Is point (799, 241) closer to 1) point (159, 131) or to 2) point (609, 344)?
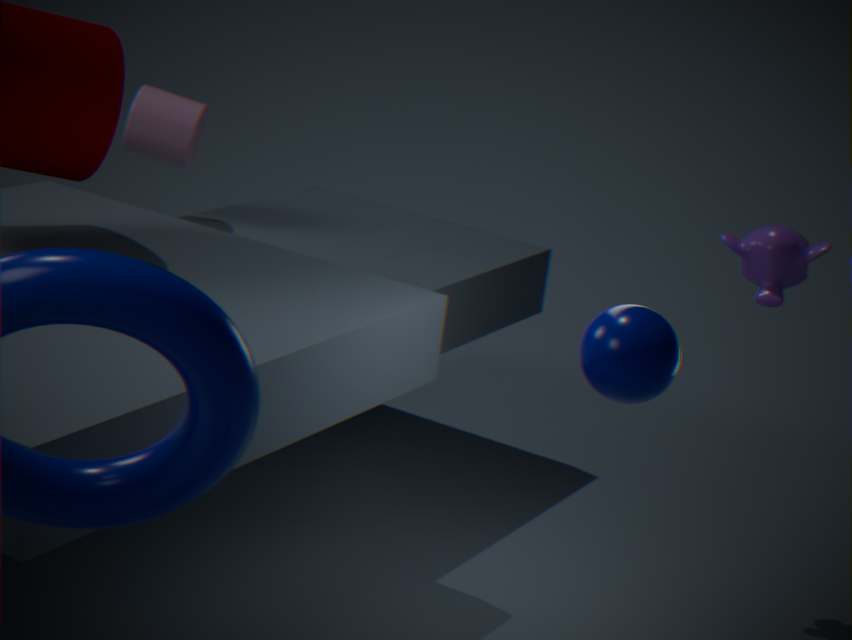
2) point (609, 344)
